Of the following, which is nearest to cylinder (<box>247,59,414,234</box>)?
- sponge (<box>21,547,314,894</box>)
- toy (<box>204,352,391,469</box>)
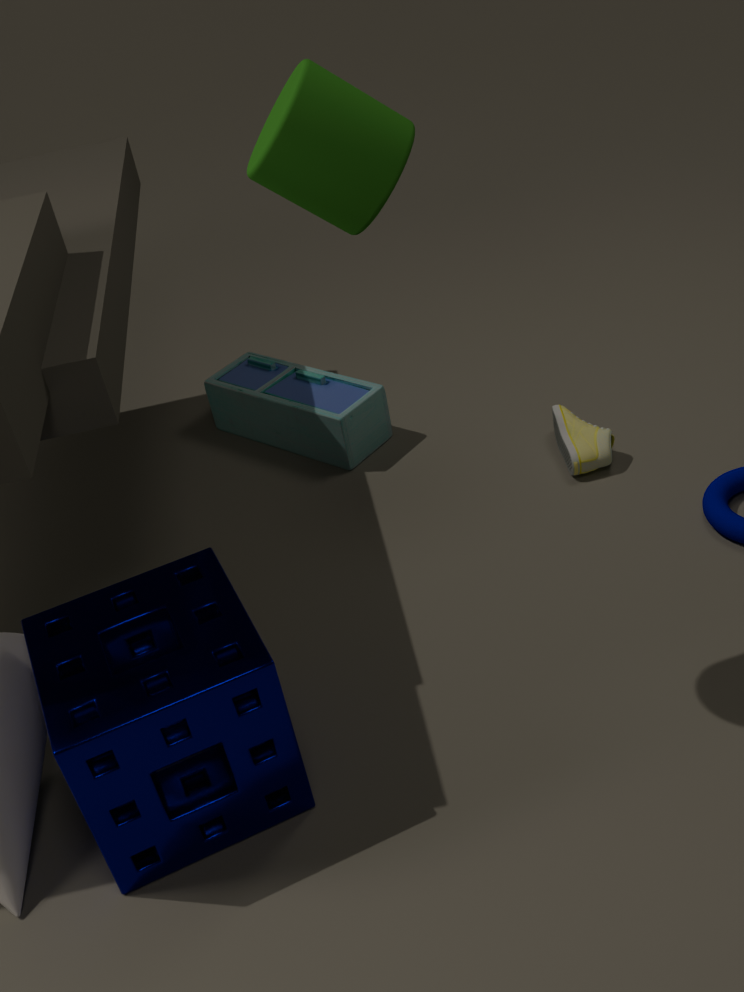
sponge (<box>21,547,314,894</box>)
